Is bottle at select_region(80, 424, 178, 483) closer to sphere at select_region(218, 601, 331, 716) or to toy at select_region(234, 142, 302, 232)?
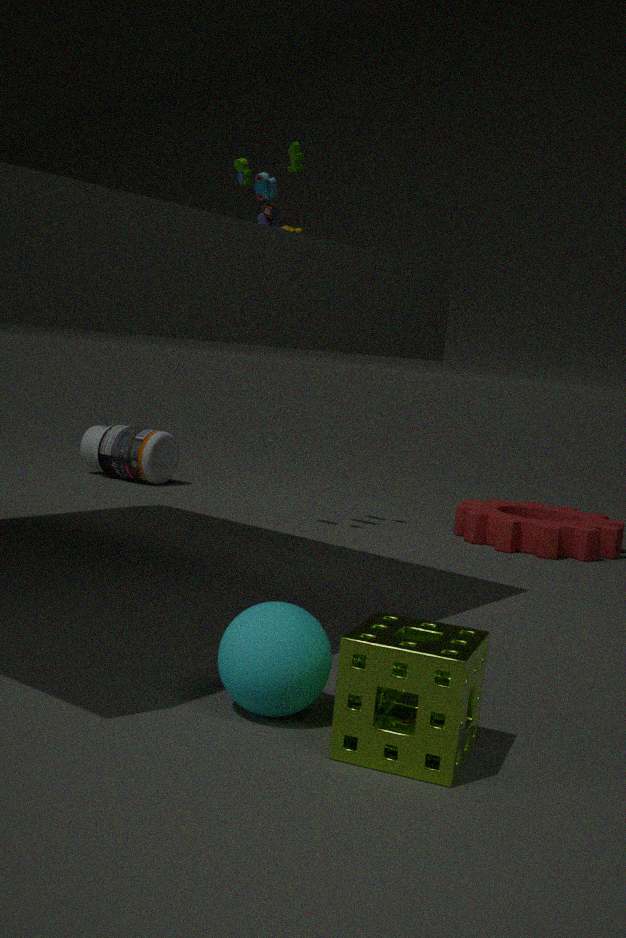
toy at select_region(234, 142, 302, 232)
